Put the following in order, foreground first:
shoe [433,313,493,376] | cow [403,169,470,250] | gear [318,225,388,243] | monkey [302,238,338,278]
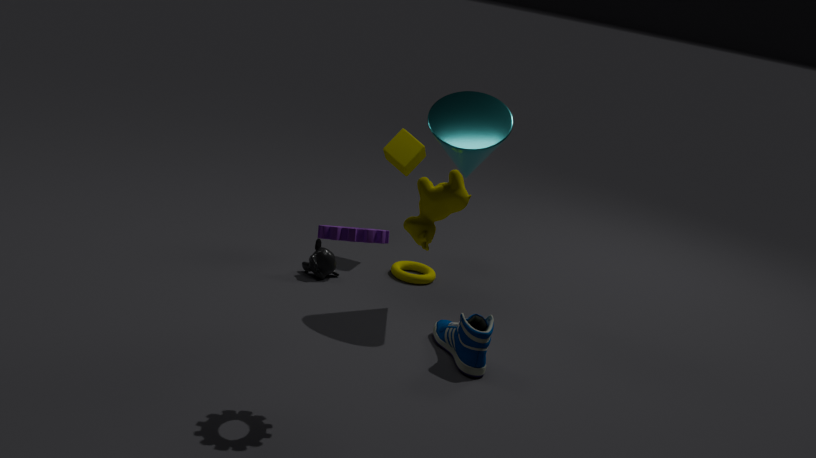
cow [403,169,470,250]
gear [318,225,388,243]
shoe [433,313,493,376]
monkey [302,238,338,278]
